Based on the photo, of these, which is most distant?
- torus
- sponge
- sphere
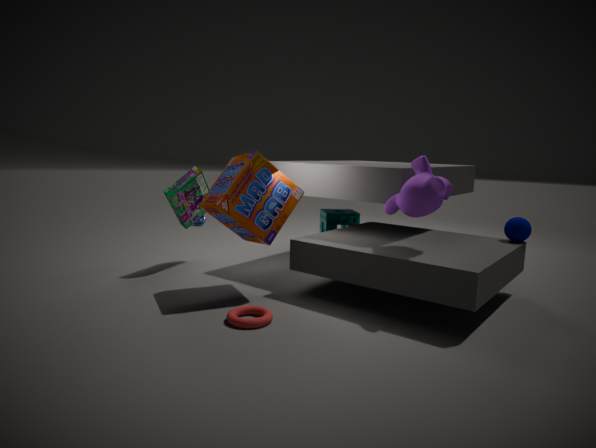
sponge
